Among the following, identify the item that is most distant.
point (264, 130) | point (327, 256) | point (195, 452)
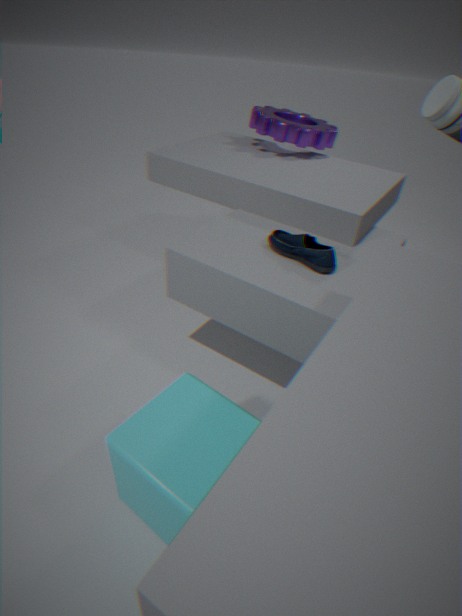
point (264, 130)
